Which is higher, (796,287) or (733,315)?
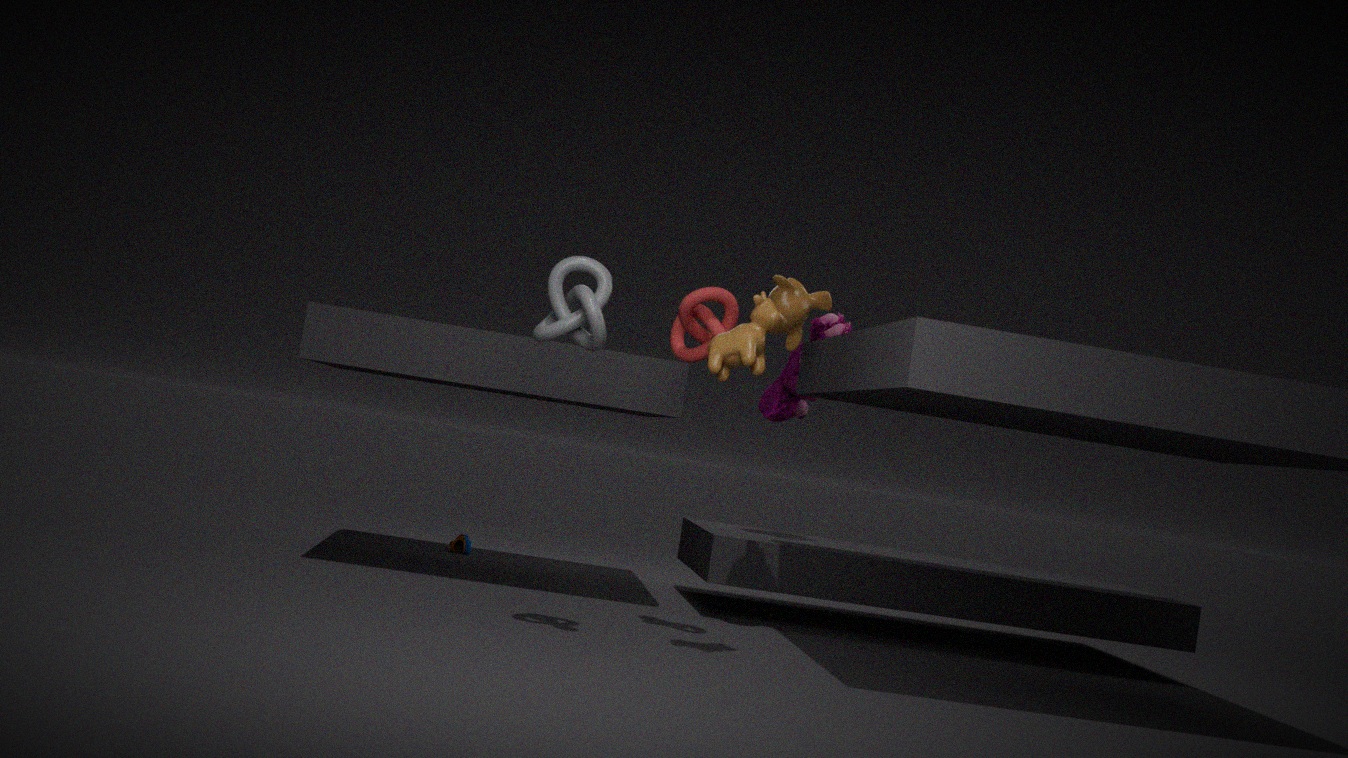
(796,287)
